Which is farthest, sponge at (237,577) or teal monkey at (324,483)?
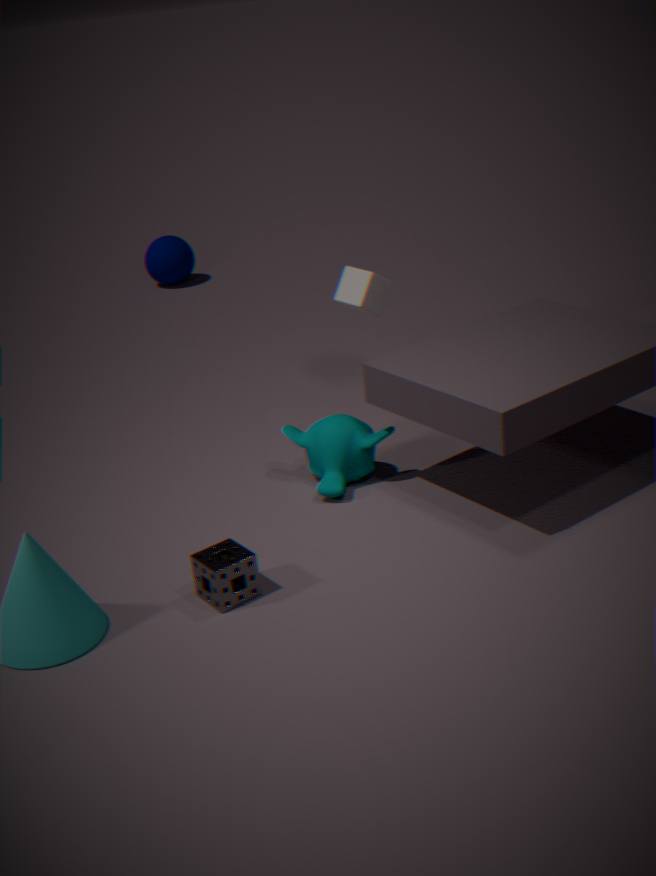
teal monkey at (324,483)
